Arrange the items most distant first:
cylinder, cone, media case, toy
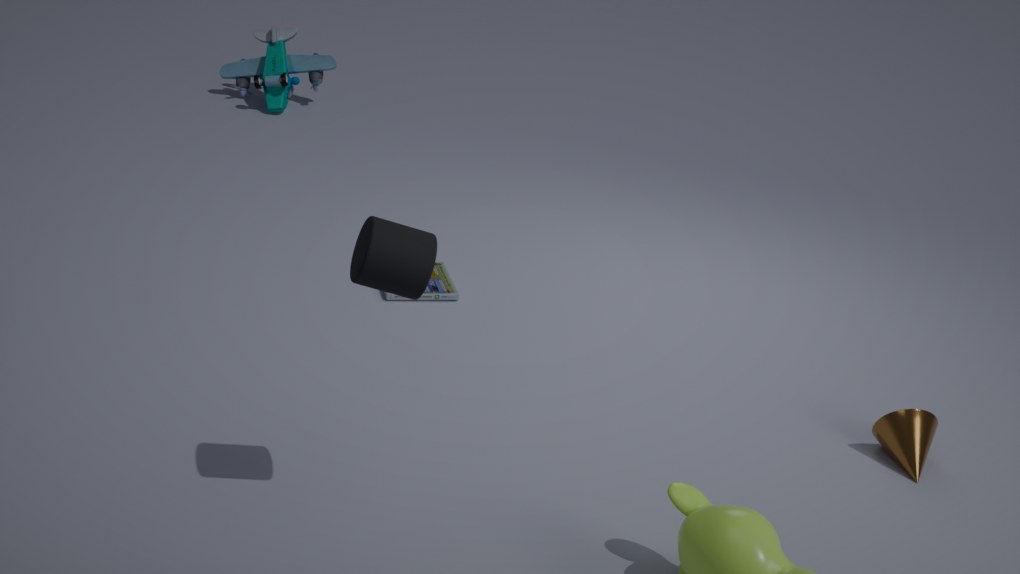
1. toy
2. media case
3. cone
4. cylinder
